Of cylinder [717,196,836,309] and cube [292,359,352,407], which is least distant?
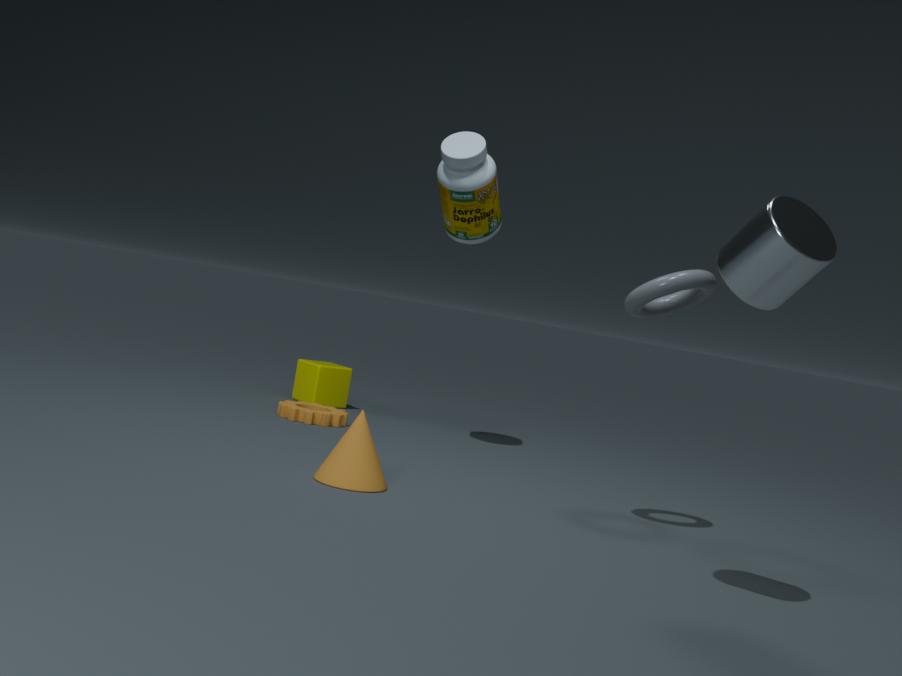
cylinder [717,196,836,309]
